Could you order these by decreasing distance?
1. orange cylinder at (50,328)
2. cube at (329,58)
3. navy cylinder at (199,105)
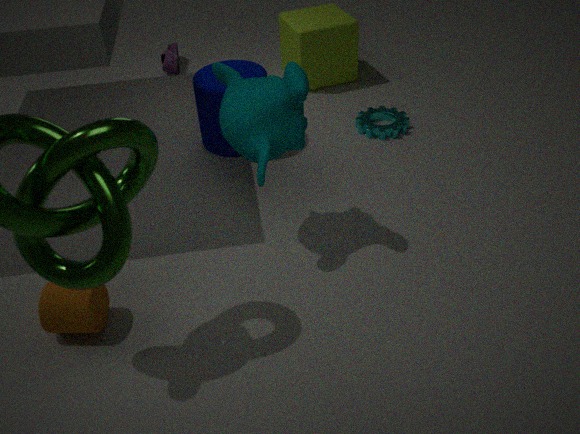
cube at (329,58)
navy cylinder at (199,105)
orange cylinder at (50,328)
